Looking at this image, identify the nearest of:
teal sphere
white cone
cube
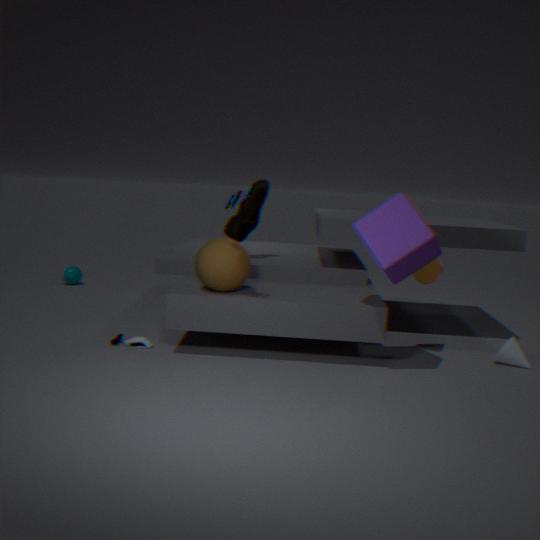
cube
